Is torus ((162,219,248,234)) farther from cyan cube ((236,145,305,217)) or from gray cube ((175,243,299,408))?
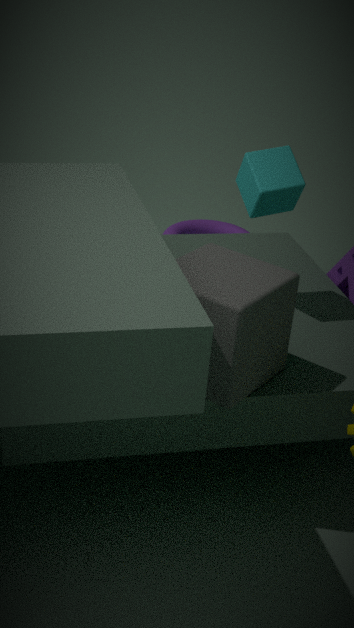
gray cube ((175,243,299,408))
